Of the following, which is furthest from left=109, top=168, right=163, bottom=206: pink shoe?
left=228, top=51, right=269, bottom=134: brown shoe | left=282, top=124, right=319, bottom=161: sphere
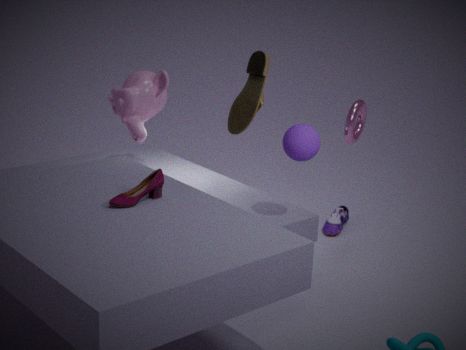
left=282, top=124, right=319, bottom=161: sphere
